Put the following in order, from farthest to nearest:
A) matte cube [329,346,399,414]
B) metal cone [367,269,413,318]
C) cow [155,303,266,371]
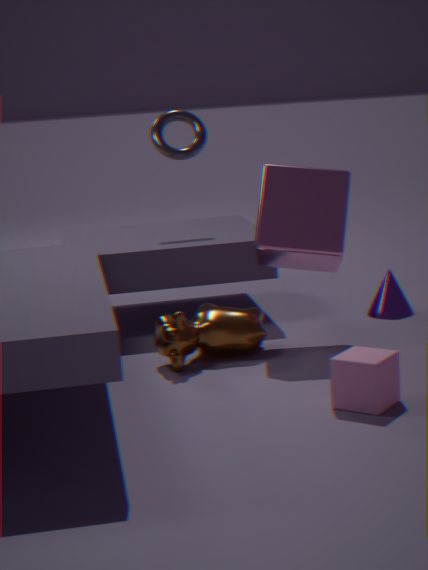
metal cone [367,269,413,318]
cow [155,303,266,371]
matte cube [329,346,399,414]
